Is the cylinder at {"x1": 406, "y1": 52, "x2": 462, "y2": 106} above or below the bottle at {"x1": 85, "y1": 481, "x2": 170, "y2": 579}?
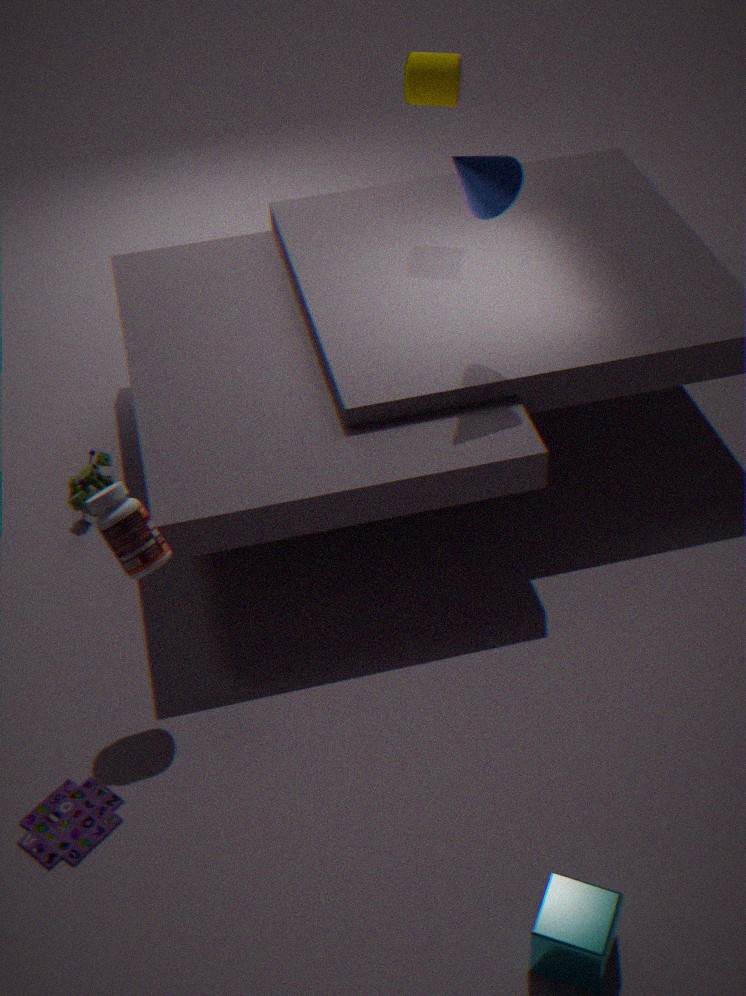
above
